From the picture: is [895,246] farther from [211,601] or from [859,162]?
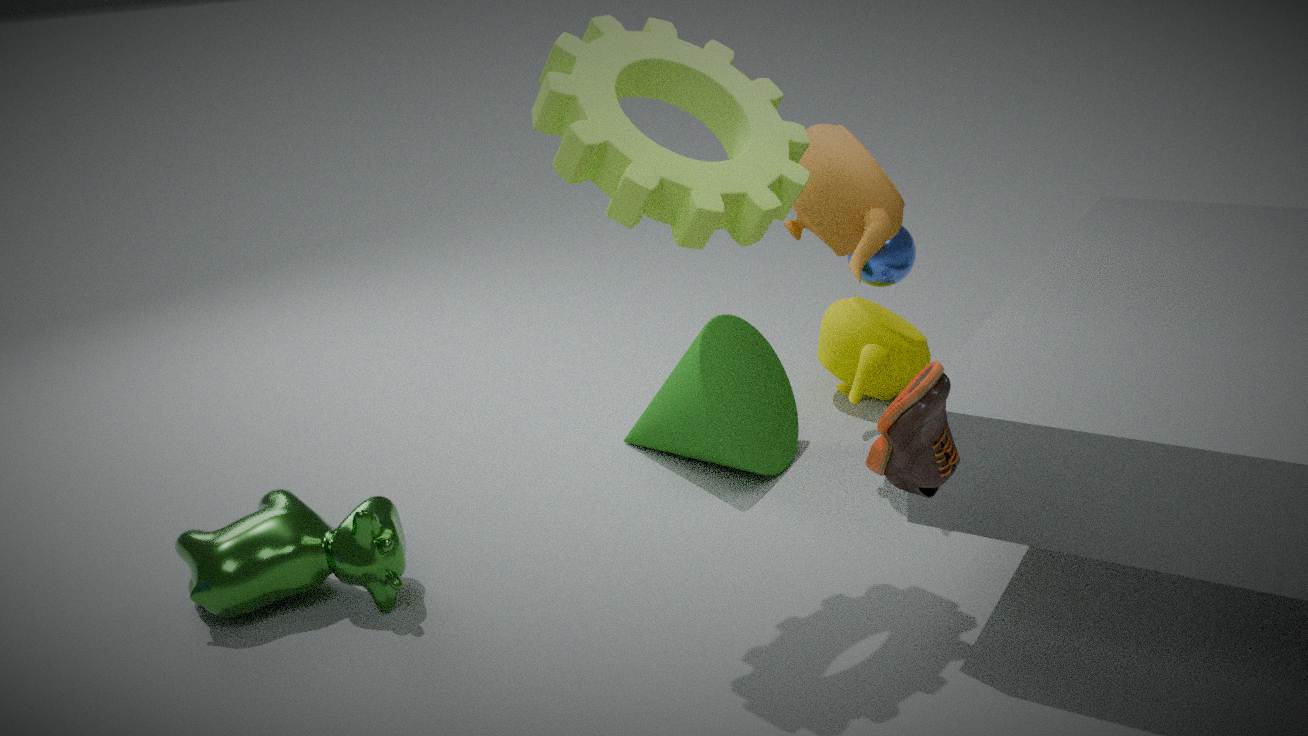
[211,601]
